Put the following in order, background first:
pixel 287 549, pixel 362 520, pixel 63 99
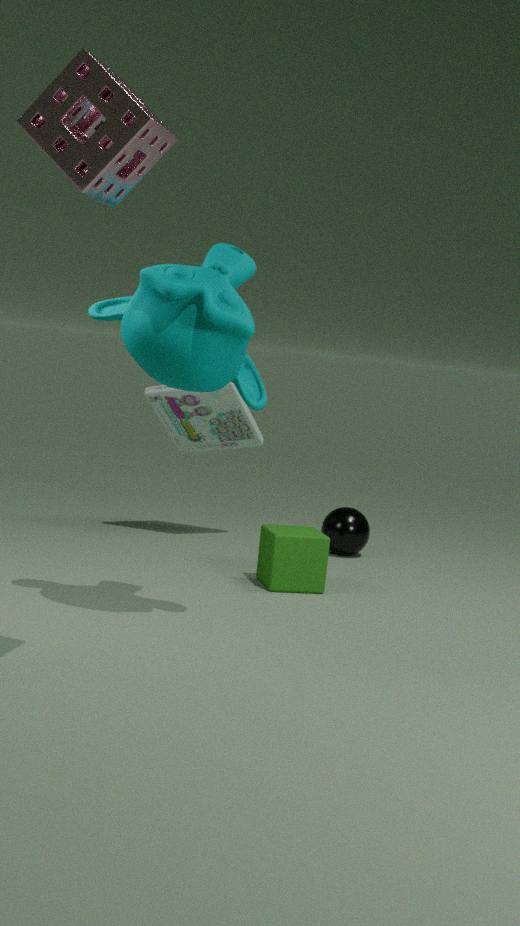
pixel 362 520
pixel 287 549
pixel 63 99
